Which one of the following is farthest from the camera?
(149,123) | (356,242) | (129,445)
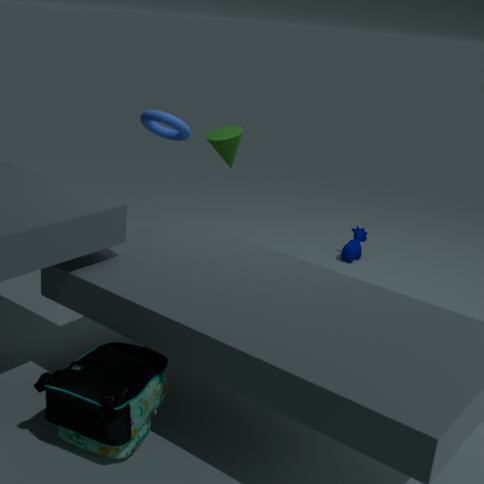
(356,242)
